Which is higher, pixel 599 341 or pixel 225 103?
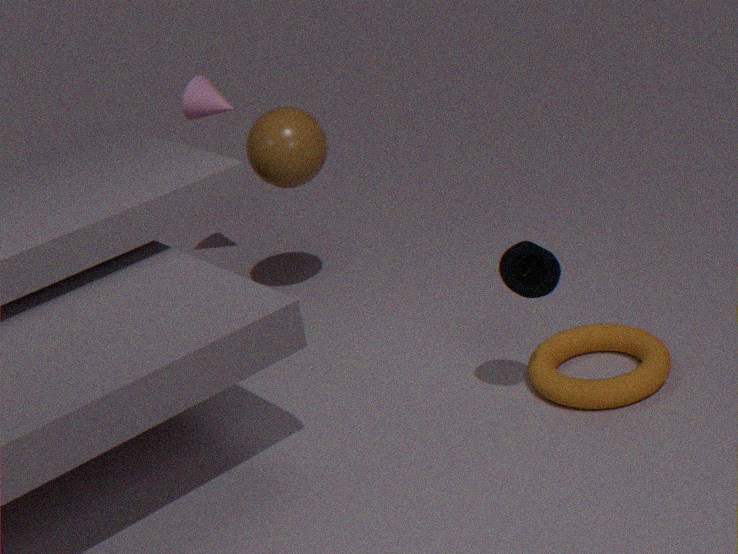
pixel 225 103
